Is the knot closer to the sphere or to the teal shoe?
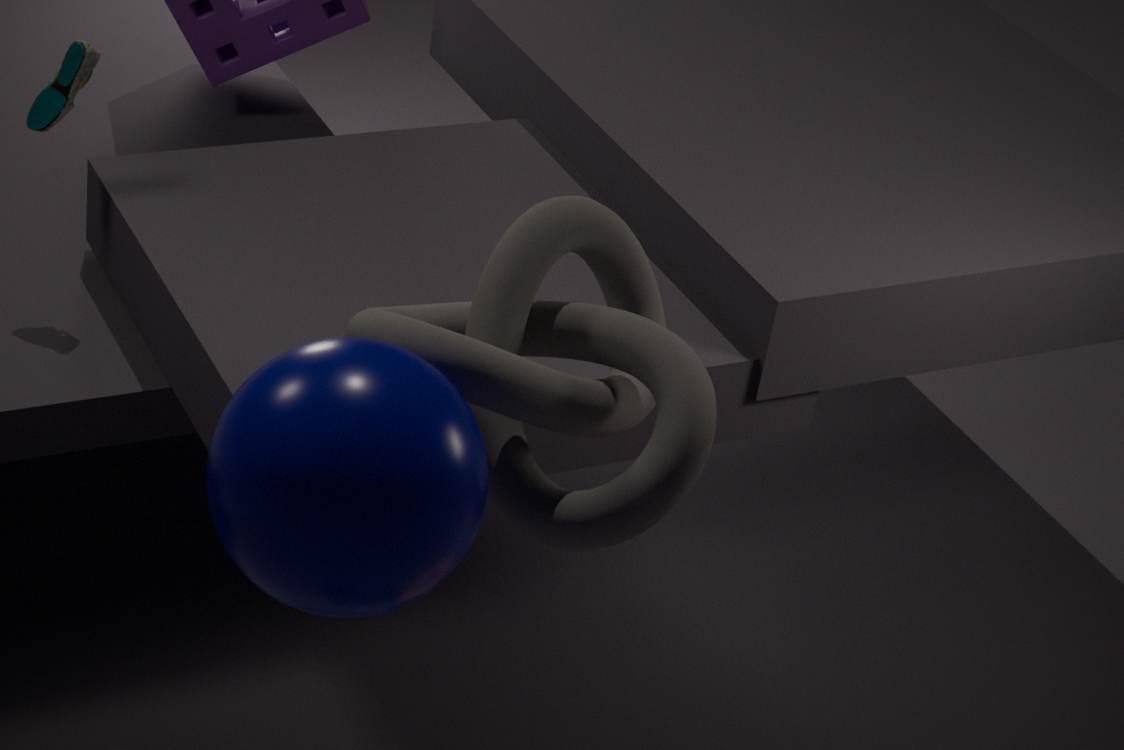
the sphere
